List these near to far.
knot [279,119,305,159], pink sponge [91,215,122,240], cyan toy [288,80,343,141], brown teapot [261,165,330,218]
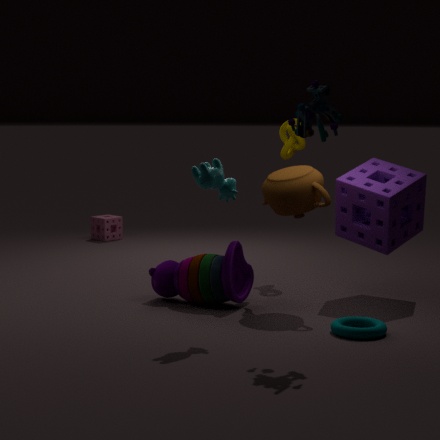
cyan toy [288,80,343,141], brown teapot [261,165,330,218], knot [279,119,305,159], pink sponge [91,215,122,240]
